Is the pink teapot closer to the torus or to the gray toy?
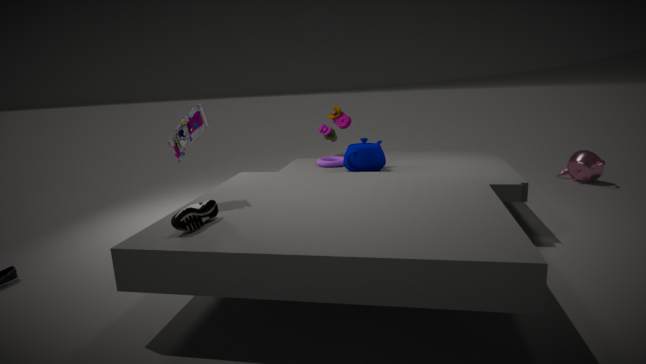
the torus
